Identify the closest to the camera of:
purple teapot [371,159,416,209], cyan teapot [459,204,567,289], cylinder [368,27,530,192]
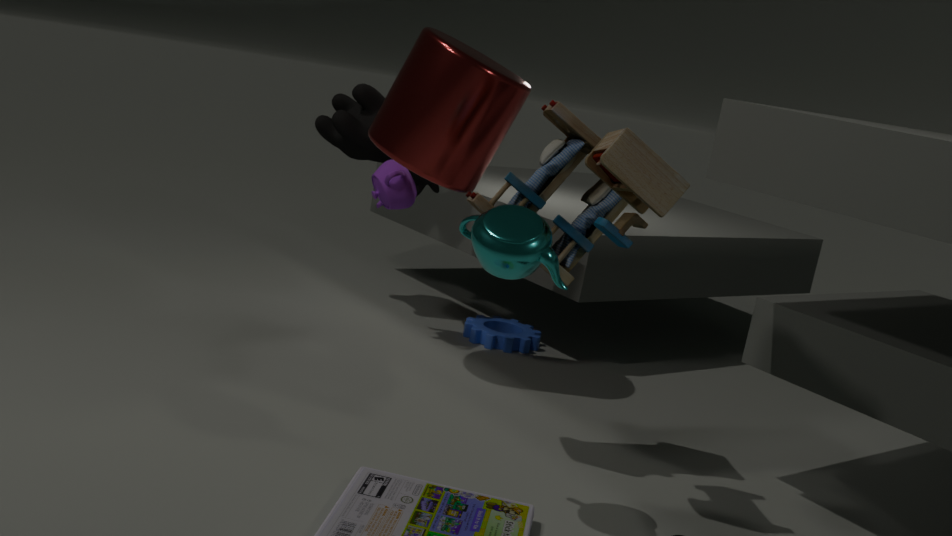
cyan teapot [459,204,567,289]
